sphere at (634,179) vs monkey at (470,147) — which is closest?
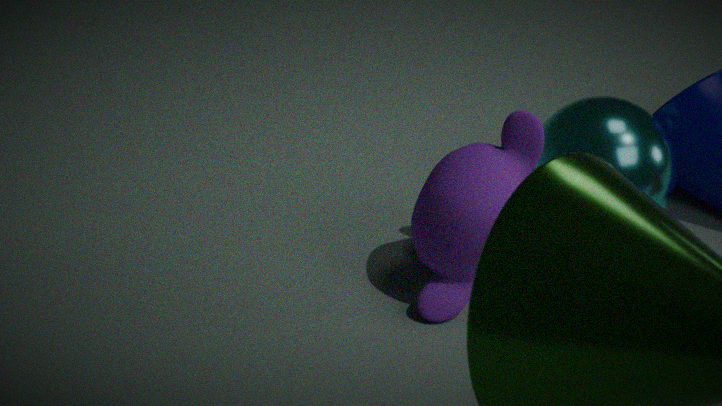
monkey at (470,147)
